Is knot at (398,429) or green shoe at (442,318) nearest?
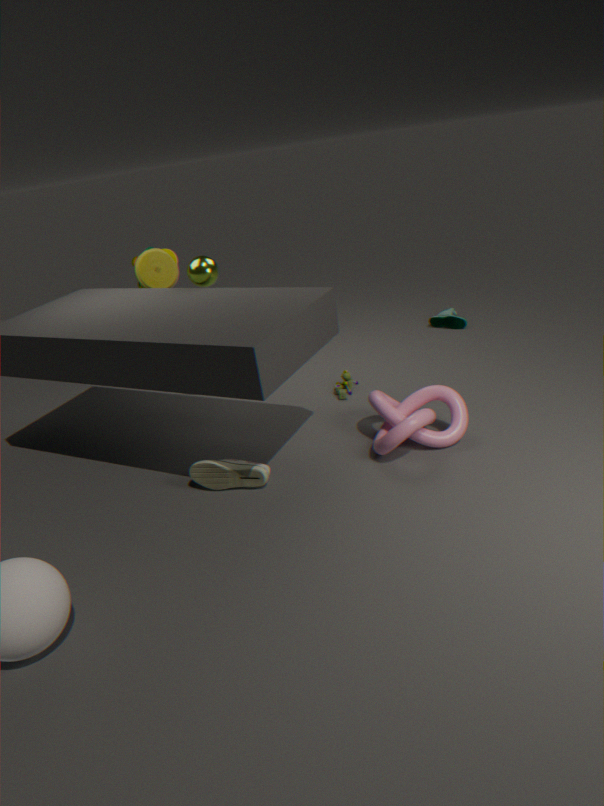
knot at (398,429)
